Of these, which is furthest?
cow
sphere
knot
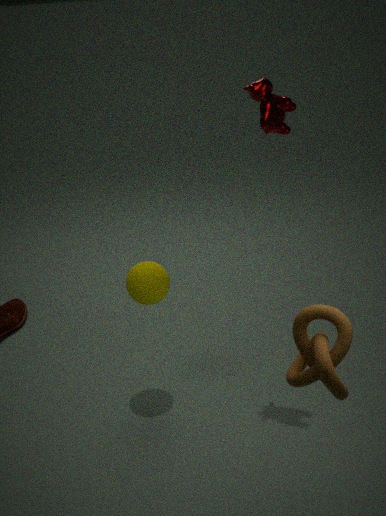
sphere
